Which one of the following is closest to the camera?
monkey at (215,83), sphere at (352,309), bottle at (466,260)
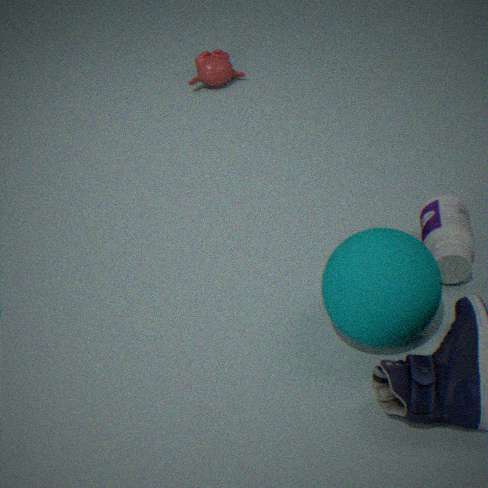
sphere at (352,309)
